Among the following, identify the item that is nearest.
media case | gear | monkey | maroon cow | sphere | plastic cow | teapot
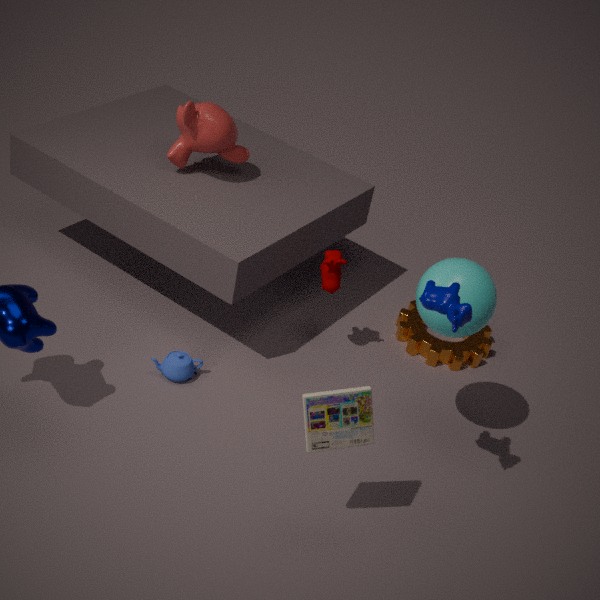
plastic cow
